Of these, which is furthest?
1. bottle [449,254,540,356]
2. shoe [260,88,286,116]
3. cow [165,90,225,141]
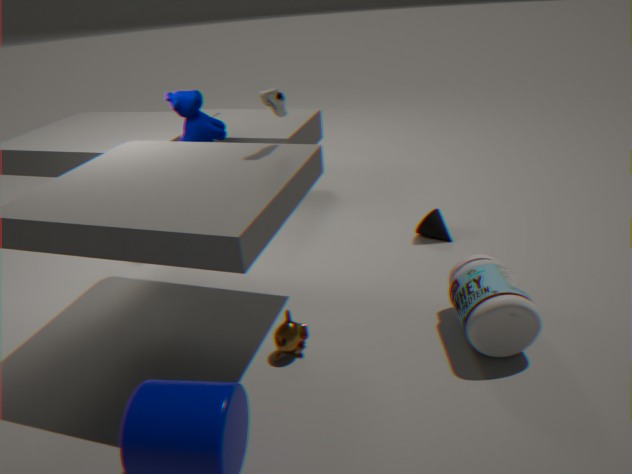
cow [165,90,225,141]
